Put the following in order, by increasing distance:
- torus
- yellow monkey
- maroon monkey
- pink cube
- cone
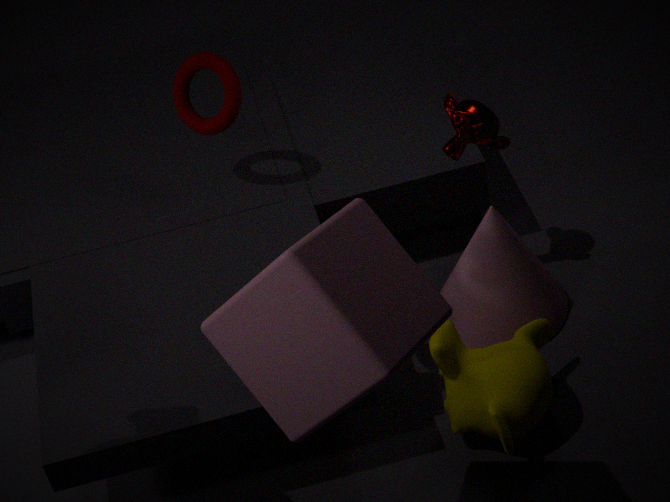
1. pink cube
2. yellow monkey
3. cone
4. maroon monkey
5. torus
